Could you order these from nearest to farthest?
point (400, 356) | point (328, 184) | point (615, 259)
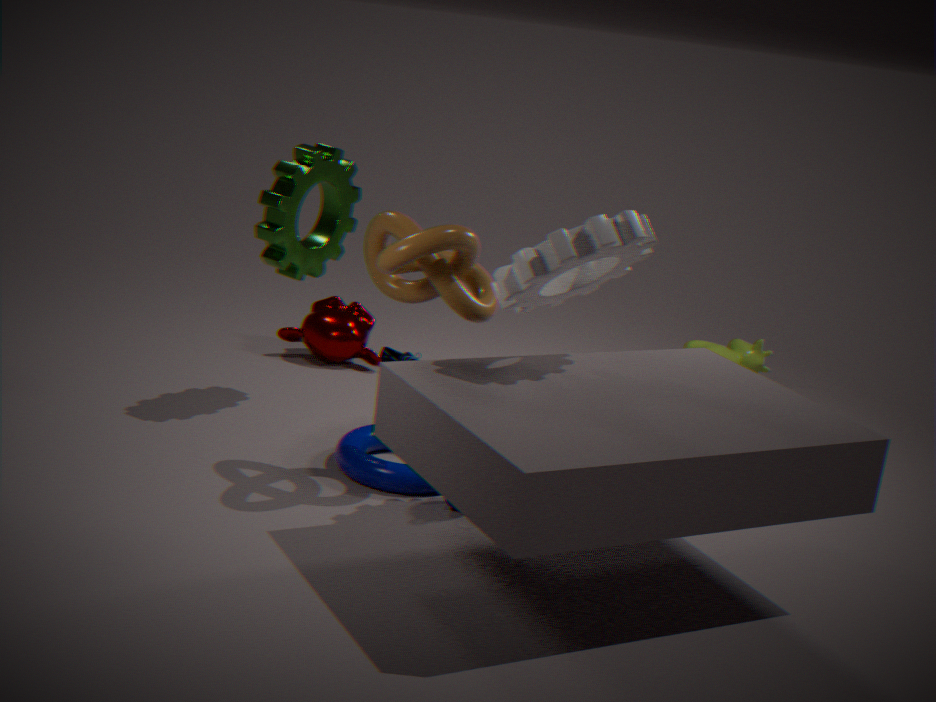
point (615, 259)
point (328, 184)
point (400, 356)
